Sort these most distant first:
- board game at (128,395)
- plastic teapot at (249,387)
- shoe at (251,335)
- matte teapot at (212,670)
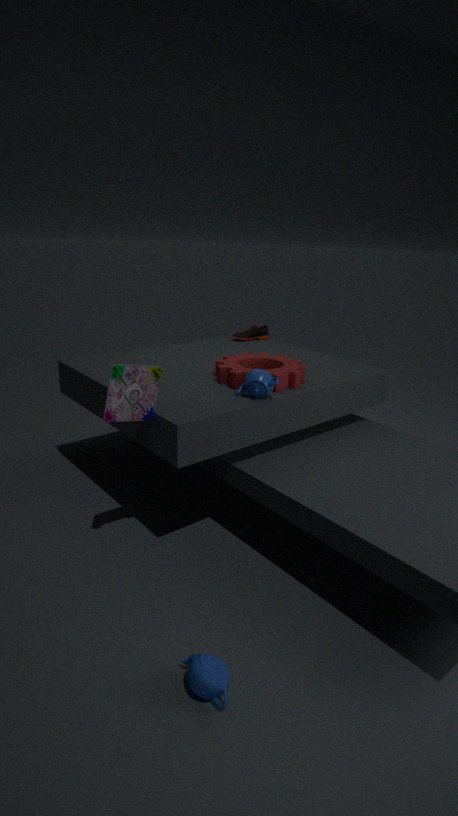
shoe at (251,335) < plastic teapot at (249,387) < board game at (128,395) < matte teapot at (212,670)
